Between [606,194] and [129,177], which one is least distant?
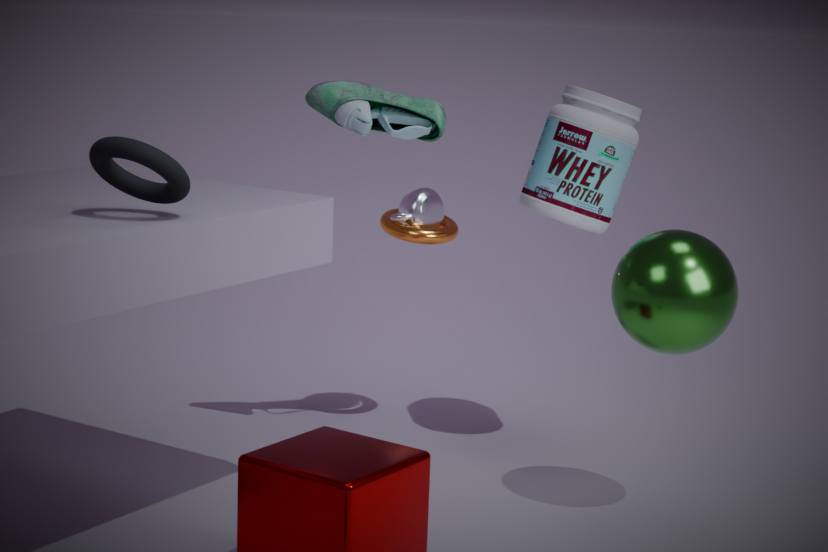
[129,177]
